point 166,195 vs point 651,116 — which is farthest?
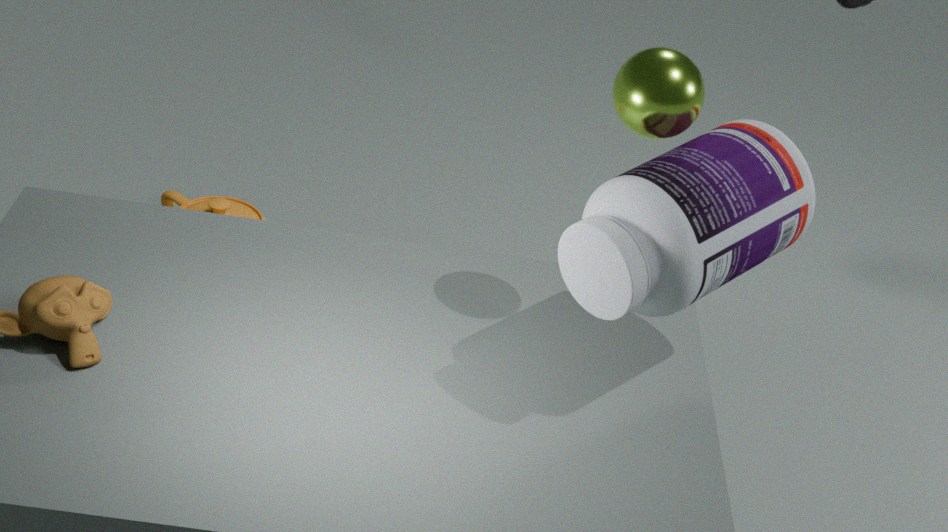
point 166,195
